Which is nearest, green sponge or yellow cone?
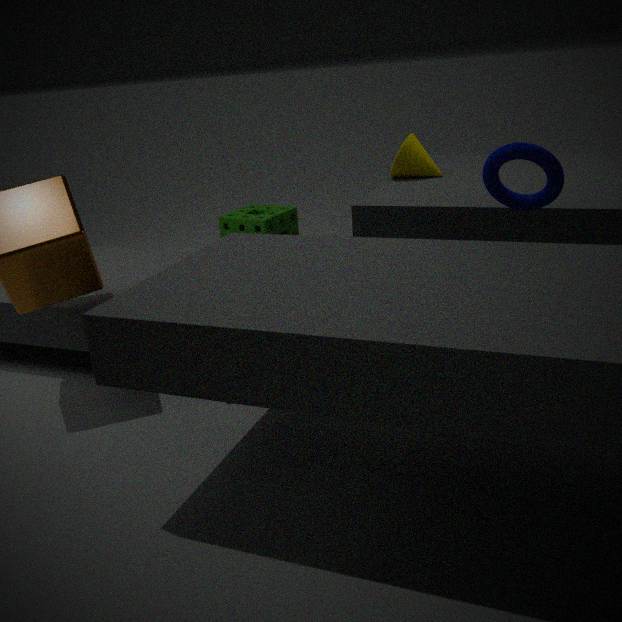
yellow cone
